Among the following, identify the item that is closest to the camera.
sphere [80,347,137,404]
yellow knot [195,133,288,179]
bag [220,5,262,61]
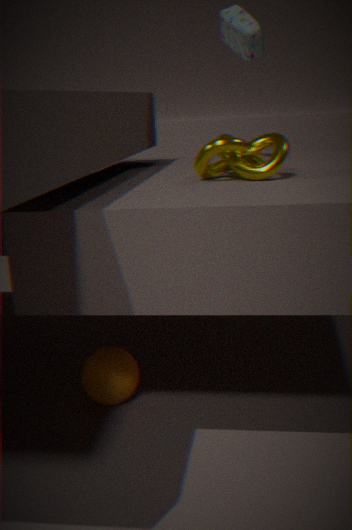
yellow knot [195,133,288,179]
